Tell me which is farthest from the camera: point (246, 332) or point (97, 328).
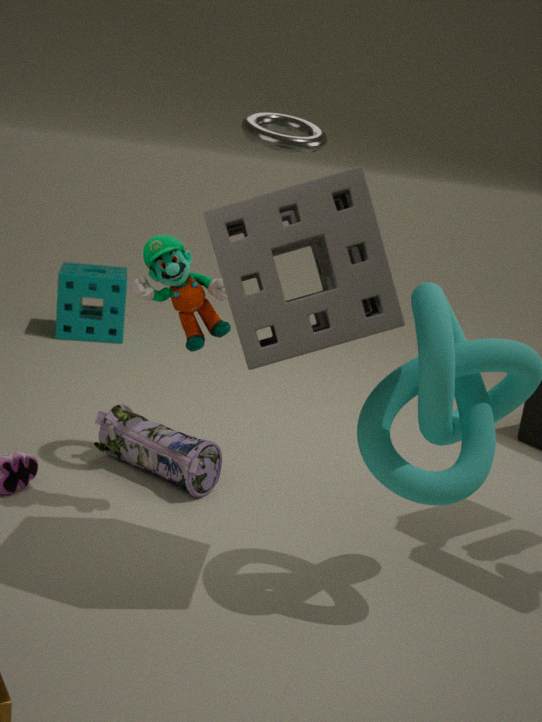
point (97, 328)
